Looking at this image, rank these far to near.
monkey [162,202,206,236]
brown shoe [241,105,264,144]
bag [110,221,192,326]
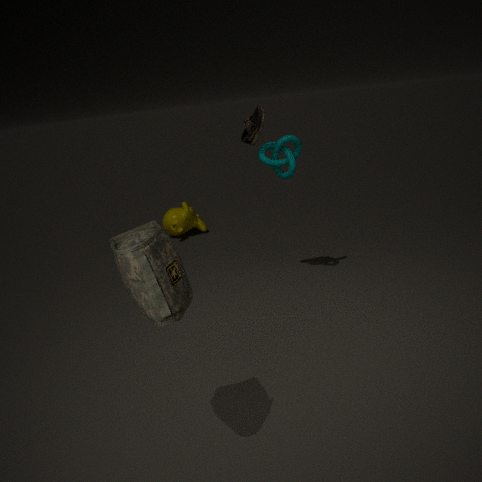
1. monkey [162,202,206,236]
2. brown shoe [241,105,264,144]
3. bag [110,221,192,326]
